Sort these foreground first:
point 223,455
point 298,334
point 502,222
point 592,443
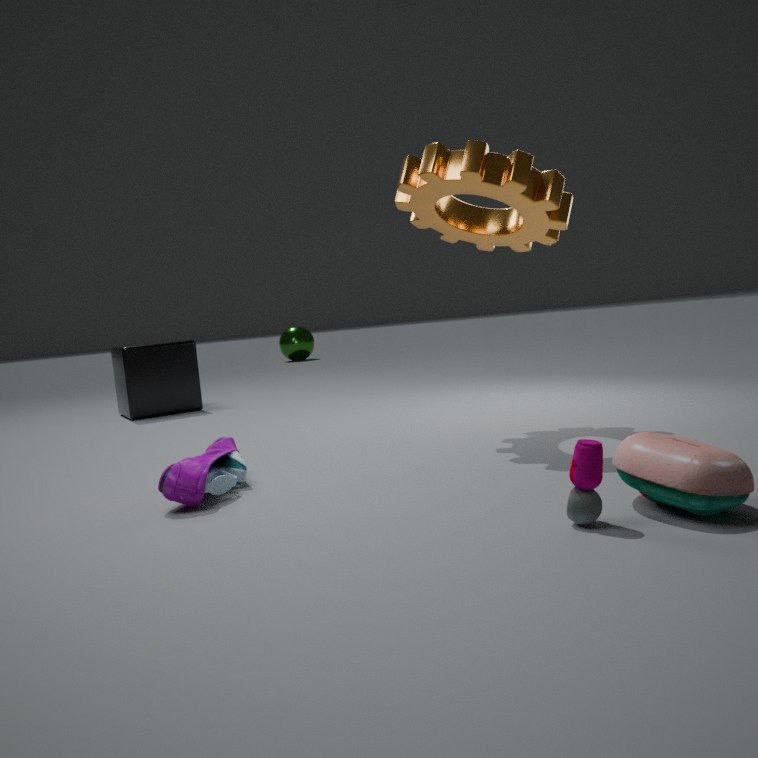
point 592,443
point 223,455
point 502,222
point 298,334
